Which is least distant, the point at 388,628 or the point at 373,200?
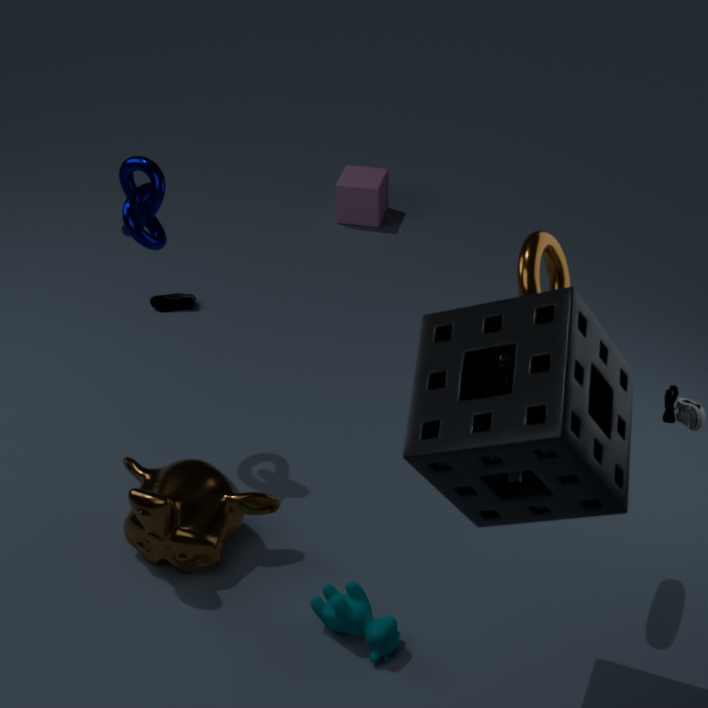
the point at 388,628
